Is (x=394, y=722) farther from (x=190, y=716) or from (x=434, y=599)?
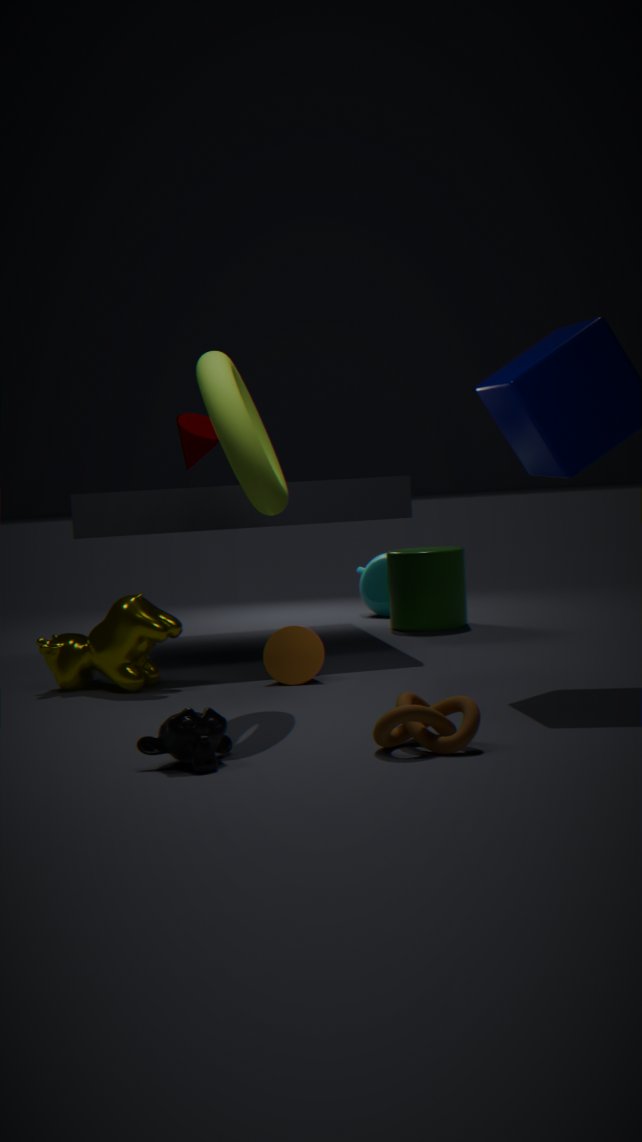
(x=434, y=599)
